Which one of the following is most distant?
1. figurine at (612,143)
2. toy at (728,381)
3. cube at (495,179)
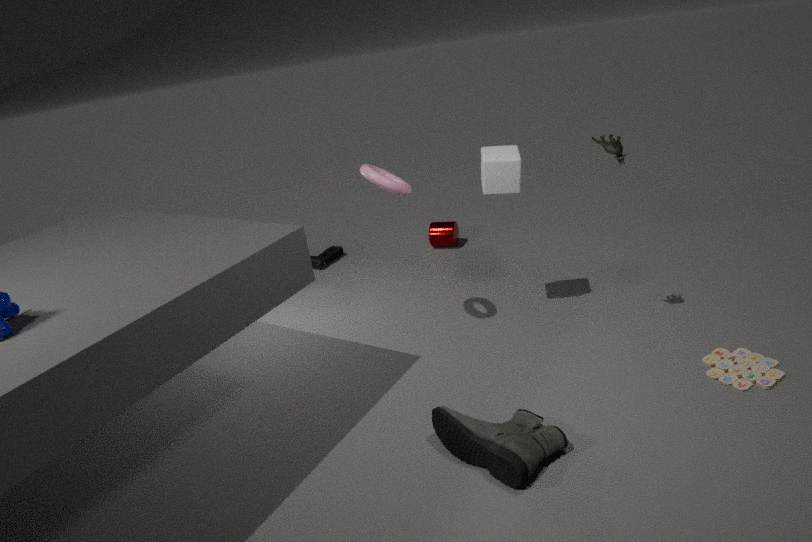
cube at (495,179)
